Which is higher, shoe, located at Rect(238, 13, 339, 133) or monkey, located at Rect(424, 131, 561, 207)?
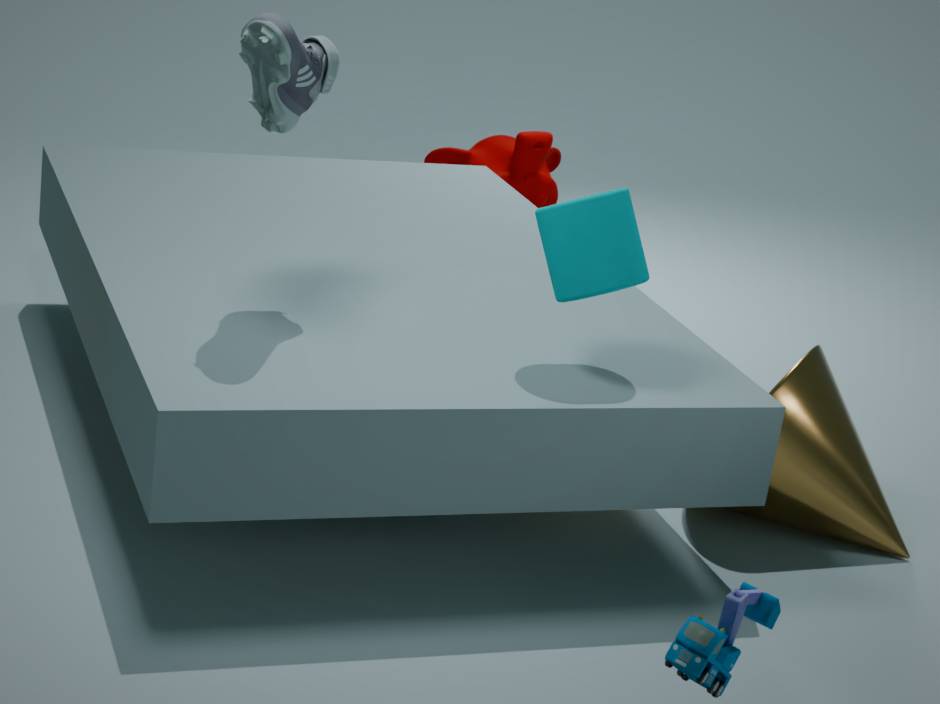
shoe, located at Rect(238, 13, 339, 133)
